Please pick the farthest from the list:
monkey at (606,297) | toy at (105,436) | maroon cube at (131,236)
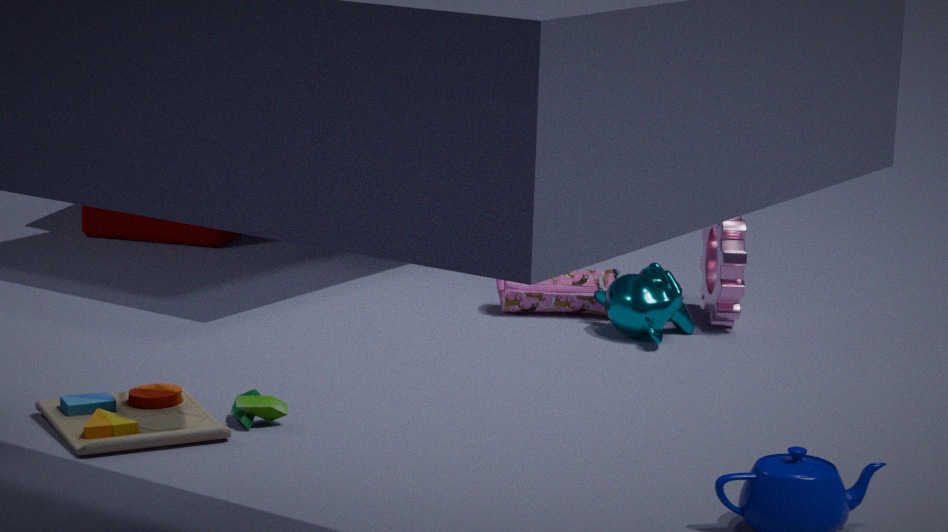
maroon cube at (131,236)
